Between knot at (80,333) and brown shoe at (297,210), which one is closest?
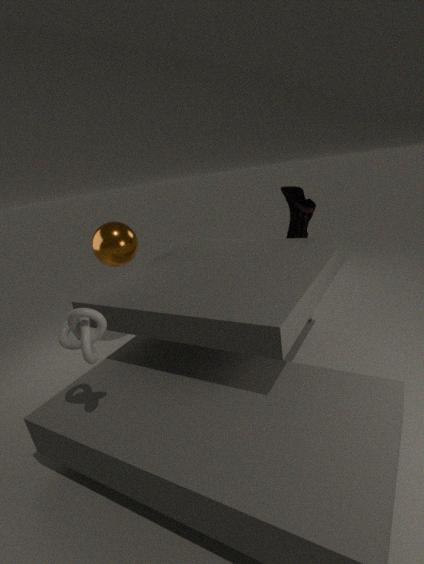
knot at (80,333)
